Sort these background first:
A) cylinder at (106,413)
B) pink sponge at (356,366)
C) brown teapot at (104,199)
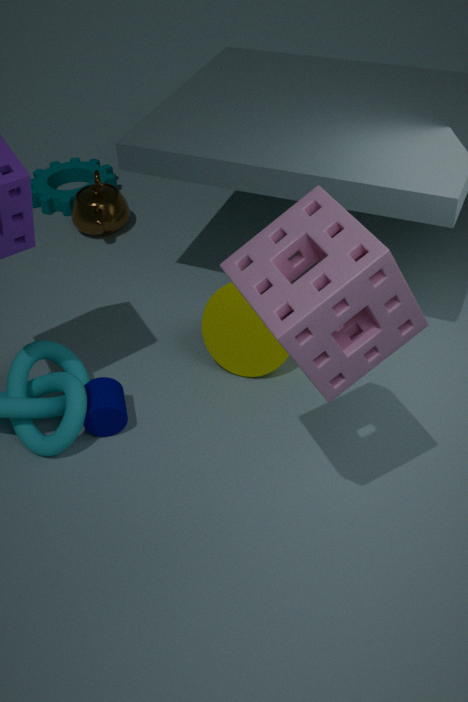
C. brown teapot at (104,199)
A. cylinder at (106,413)
B. pink sponge at (356,366)
